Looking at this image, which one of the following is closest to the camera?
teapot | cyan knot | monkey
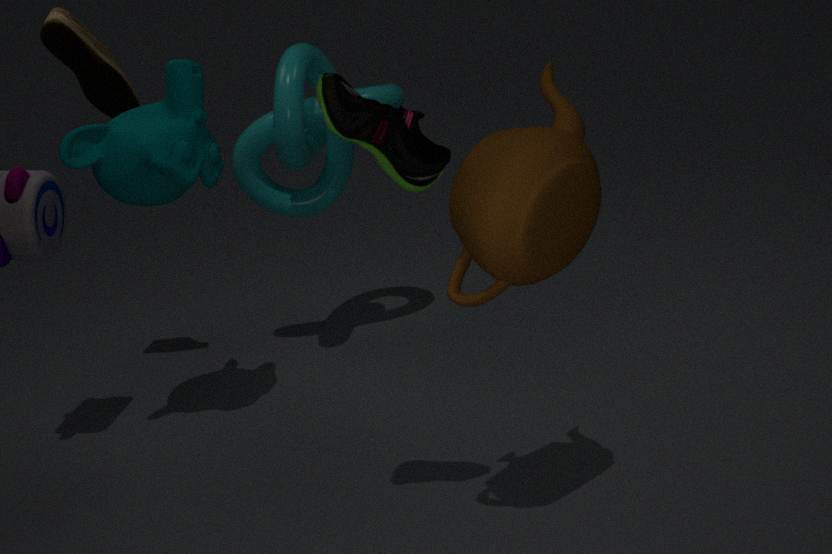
teapot
